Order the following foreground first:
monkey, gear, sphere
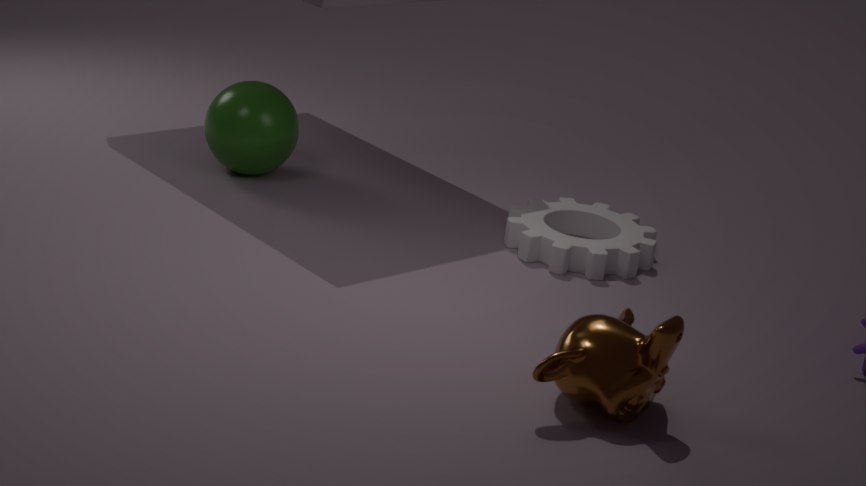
1. monkey
2. gear
3. sphere
